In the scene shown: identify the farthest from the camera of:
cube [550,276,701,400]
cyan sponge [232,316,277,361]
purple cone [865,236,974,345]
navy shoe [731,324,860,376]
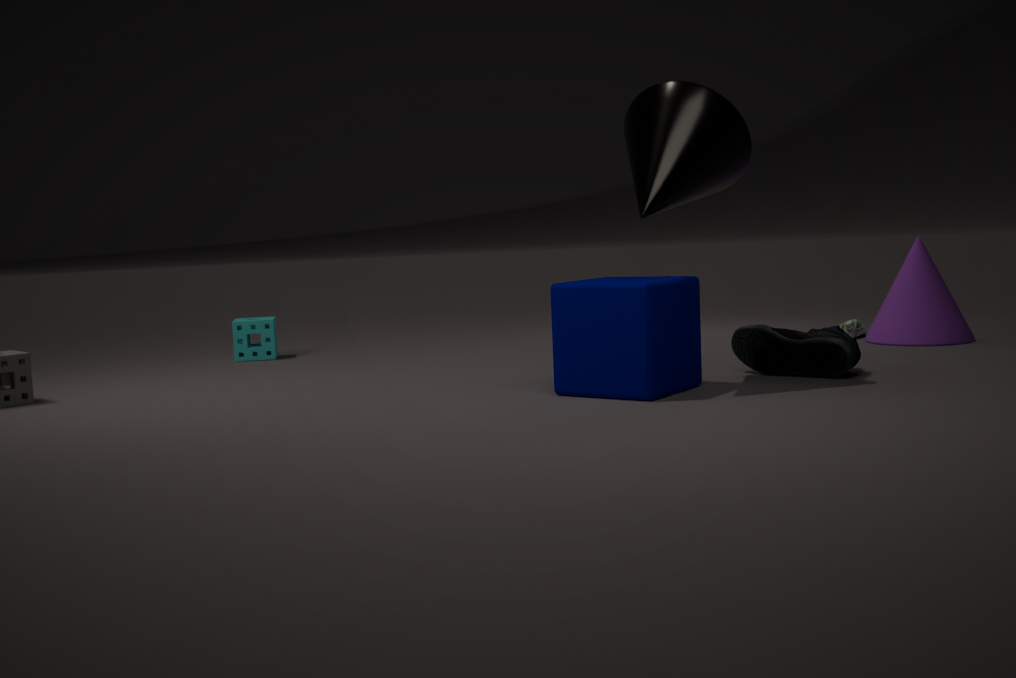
cyan sponge [232,316,277,361]
